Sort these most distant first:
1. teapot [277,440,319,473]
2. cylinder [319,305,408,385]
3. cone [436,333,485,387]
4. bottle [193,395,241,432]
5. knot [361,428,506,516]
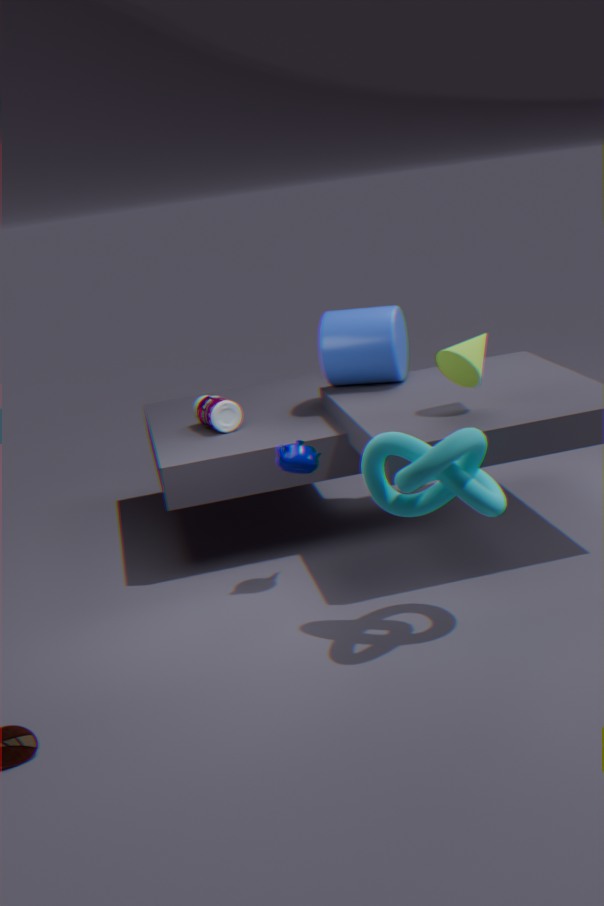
bottle [193,395,241,432], cylinder [319,305,408,385], cone [436,333,485,387], teapot [277,440,319,473], knot [361,428,506,516]
